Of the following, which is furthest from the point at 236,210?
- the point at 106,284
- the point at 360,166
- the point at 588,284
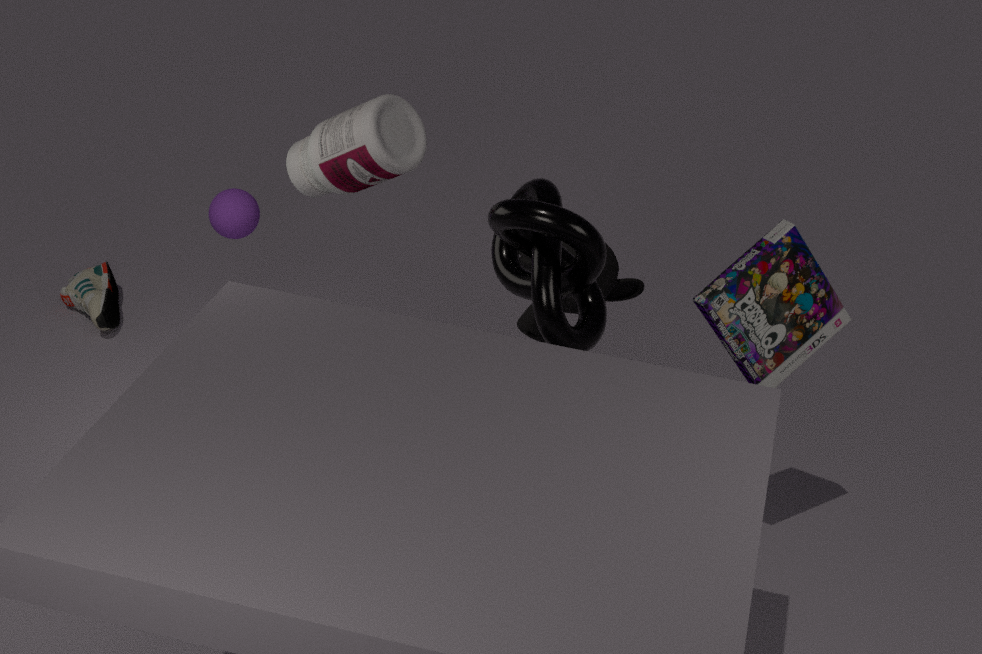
the point at 588,284
